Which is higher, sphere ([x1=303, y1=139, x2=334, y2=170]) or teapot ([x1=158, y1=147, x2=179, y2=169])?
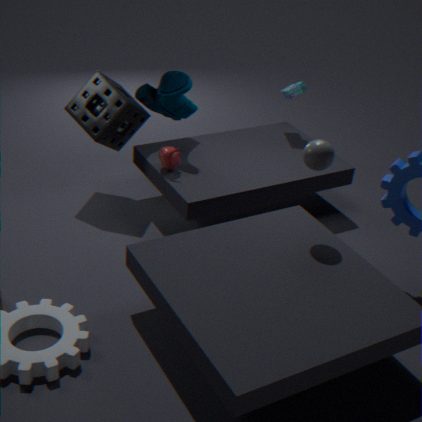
sphere ([x1=303, y1=139, x2=334, y2=170])
